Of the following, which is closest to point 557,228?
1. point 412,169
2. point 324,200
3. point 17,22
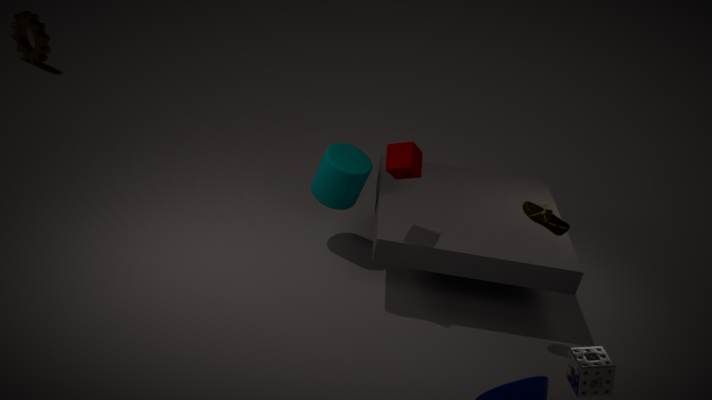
point 412,169
